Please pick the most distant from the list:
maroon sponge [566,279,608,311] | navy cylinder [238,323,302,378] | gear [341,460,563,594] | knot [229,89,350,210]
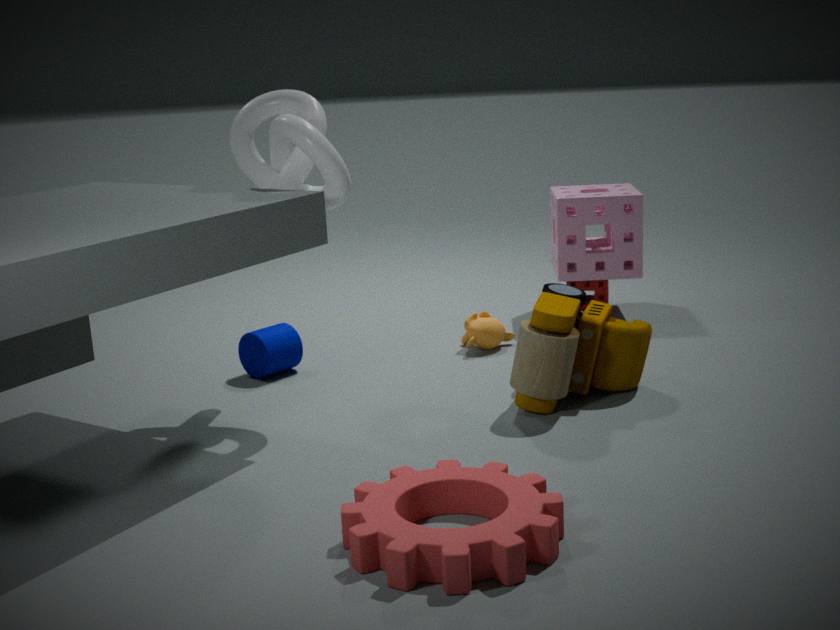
maroon sponge [566,279,608,311]
